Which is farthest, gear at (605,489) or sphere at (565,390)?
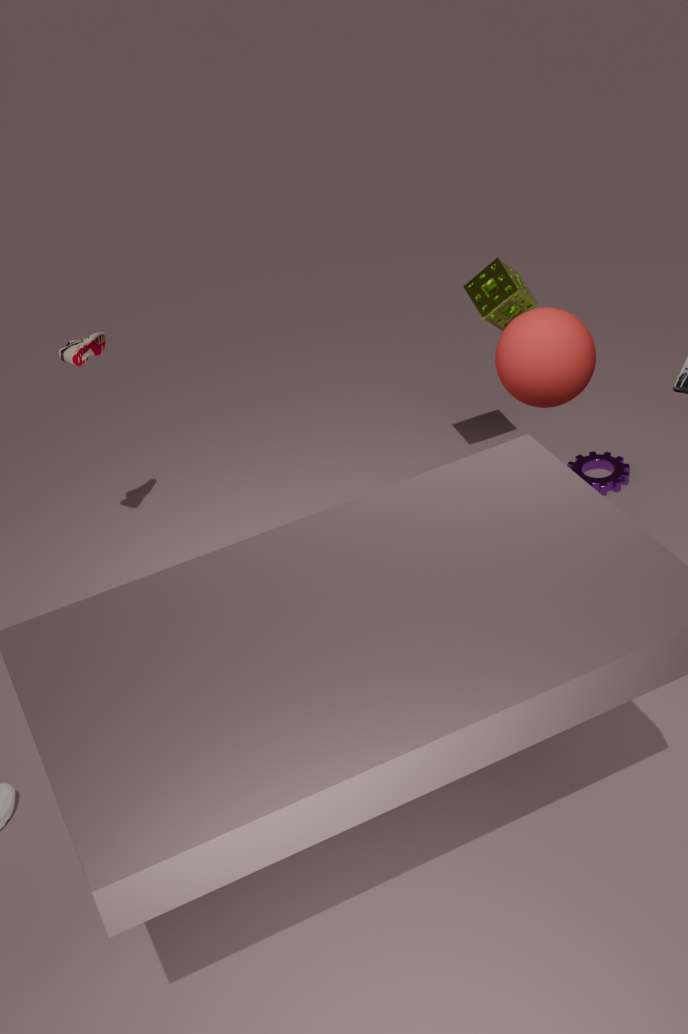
gear at (605,489)
